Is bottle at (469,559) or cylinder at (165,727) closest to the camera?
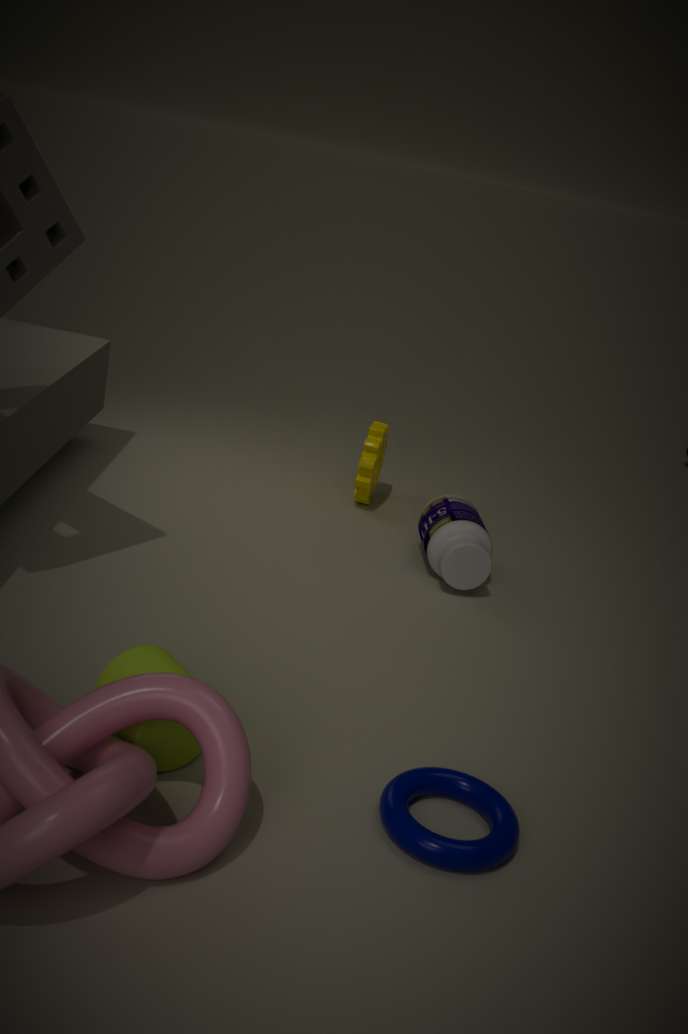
cylinder at (165,727)
